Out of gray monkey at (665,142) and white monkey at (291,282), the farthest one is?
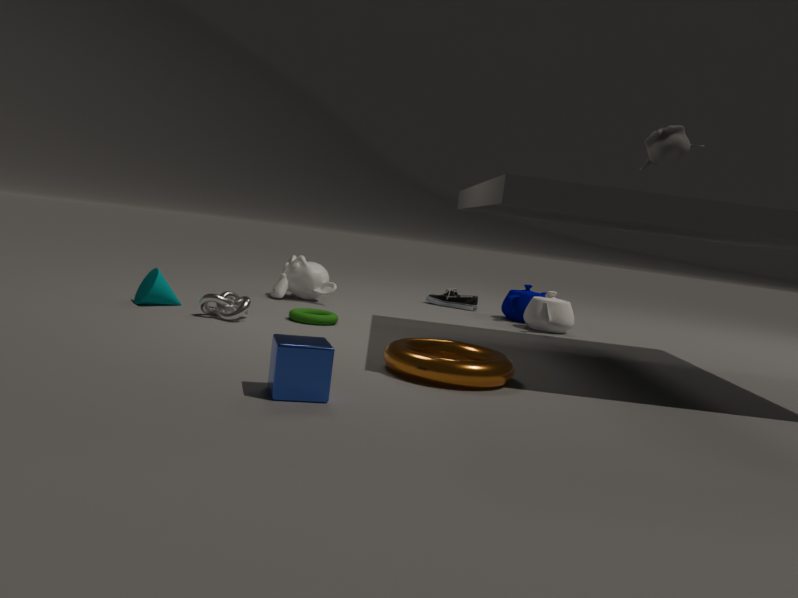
white monkey at (291,282)
